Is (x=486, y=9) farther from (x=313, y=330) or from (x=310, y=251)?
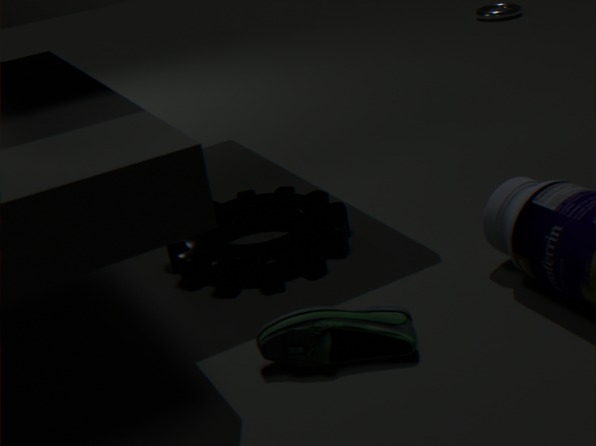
(x=313, y=330)
